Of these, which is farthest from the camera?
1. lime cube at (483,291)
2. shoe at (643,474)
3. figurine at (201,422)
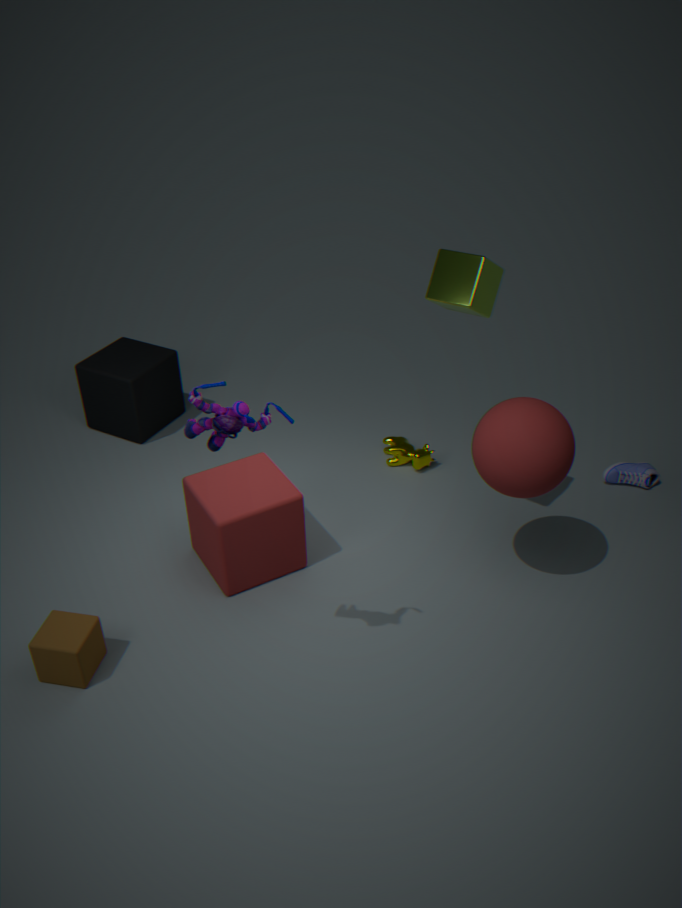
shoe at (643,474)
